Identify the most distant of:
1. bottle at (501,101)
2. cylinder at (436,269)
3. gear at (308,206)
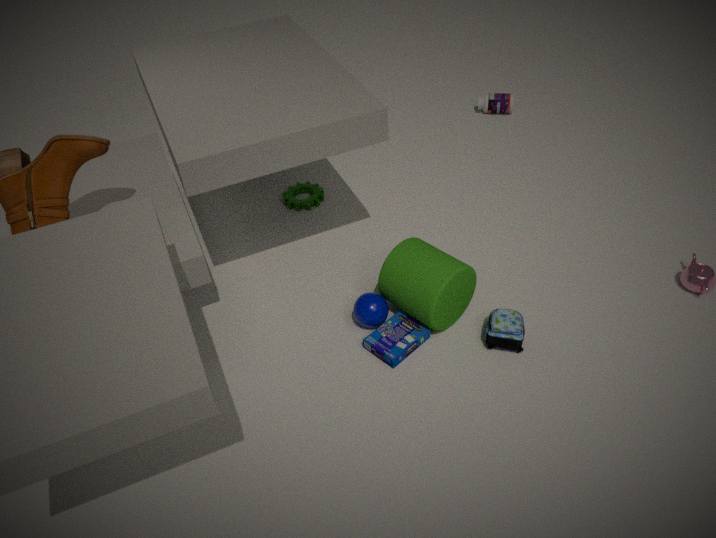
bottle at (501,101)
